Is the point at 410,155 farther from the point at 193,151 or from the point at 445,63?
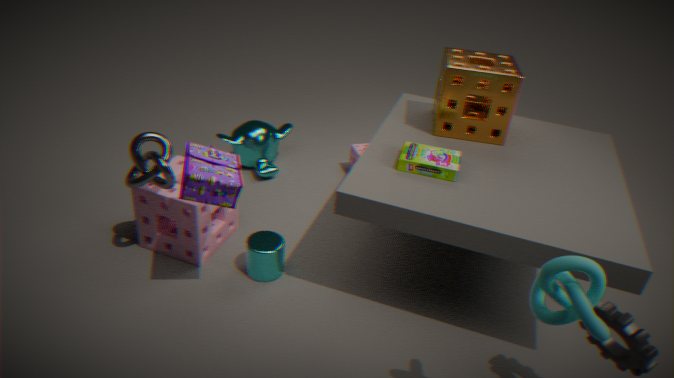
the point at 193,151
